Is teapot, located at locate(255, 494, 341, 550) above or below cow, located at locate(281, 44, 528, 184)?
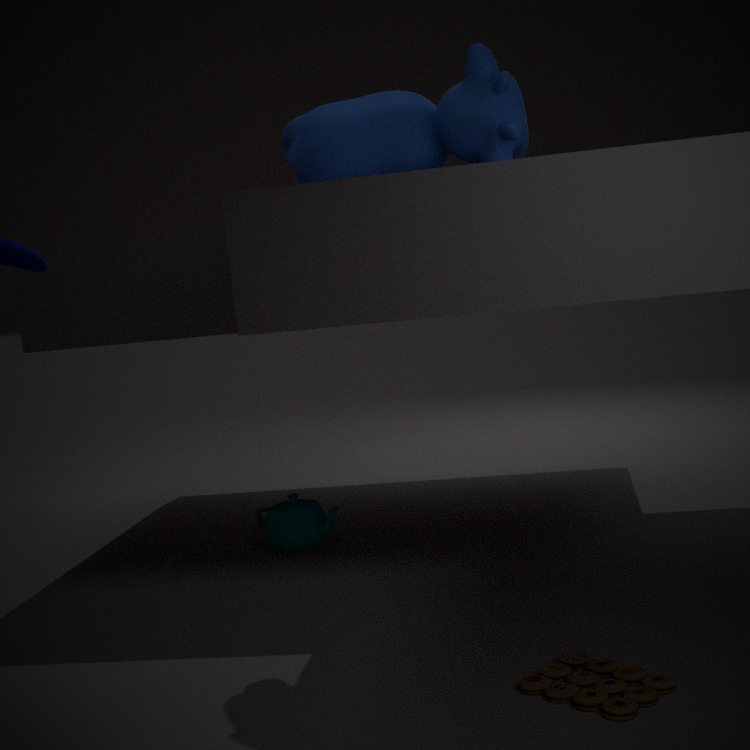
below
